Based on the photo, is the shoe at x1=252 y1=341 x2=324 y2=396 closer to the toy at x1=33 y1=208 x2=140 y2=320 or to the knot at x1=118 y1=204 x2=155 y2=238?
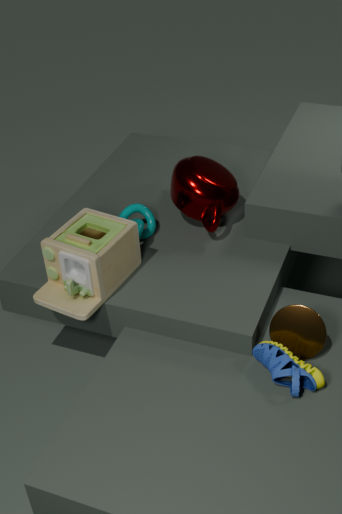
the toy at x1=33 y1=208 x2=140 y2=320
